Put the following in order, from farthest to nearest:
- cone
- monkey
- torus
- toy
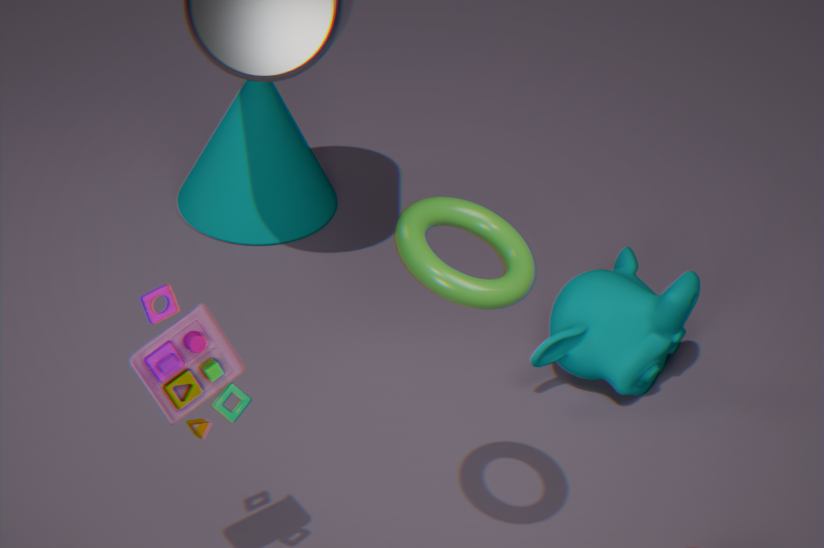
cone
monkey
toy
torus
